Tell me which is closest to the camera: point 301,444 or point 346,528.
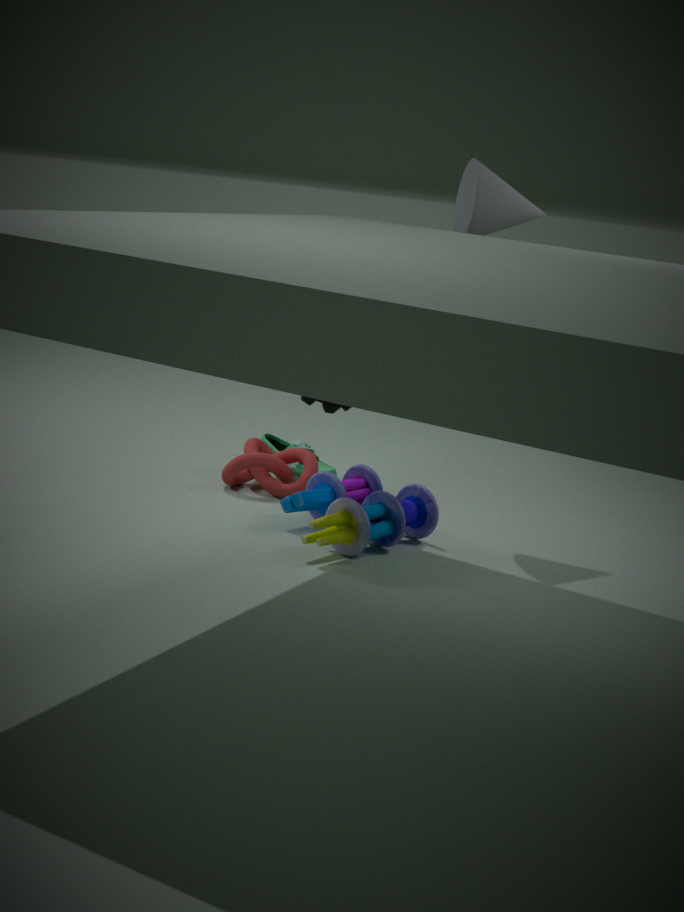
point 346,528
